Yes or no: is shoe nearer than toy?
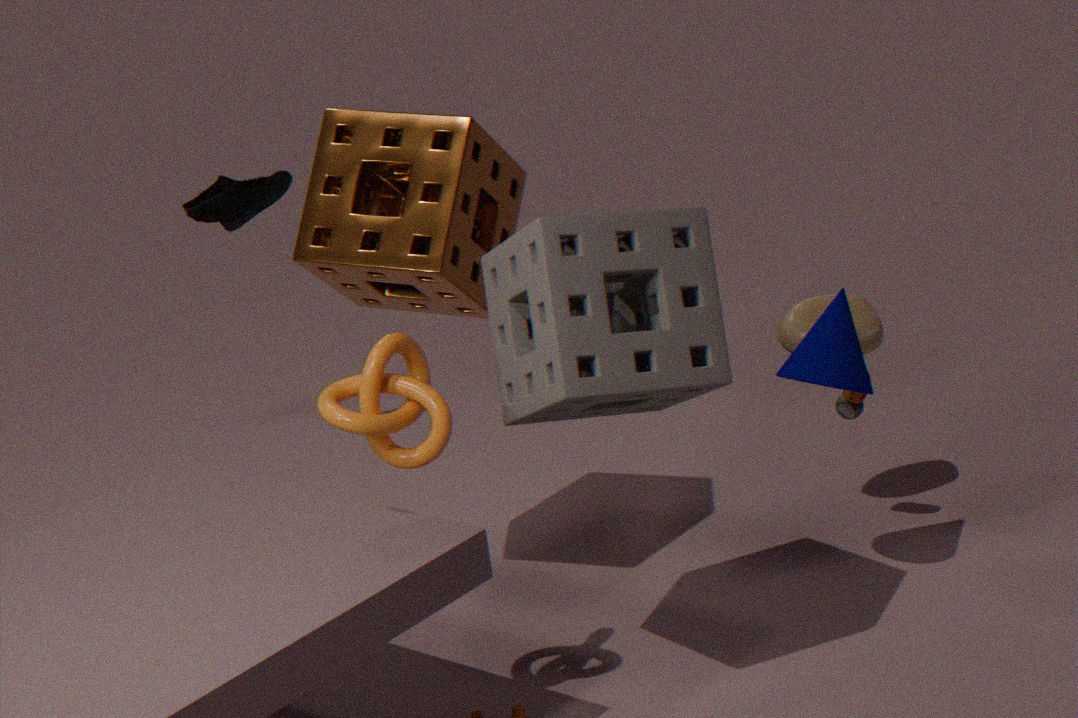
No
